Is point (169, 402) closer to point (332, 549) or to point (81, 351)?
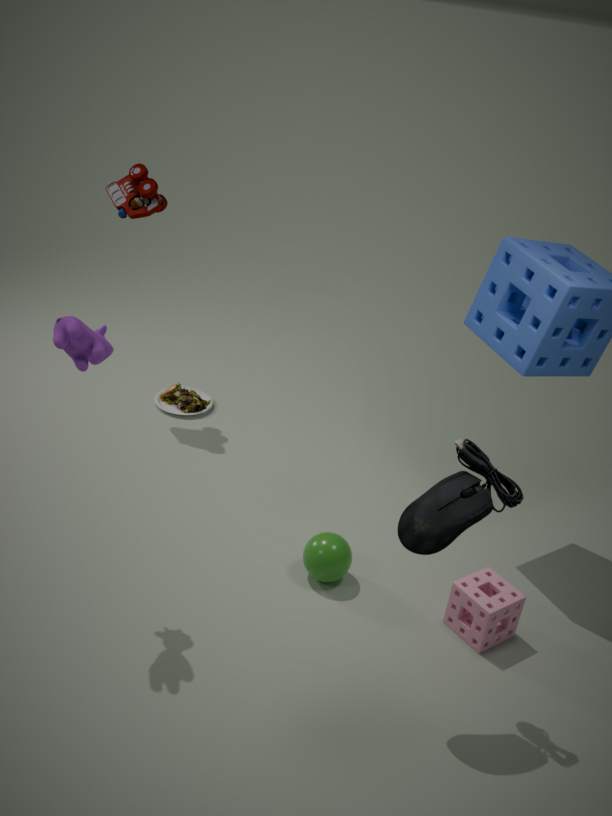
point (332, 549)
